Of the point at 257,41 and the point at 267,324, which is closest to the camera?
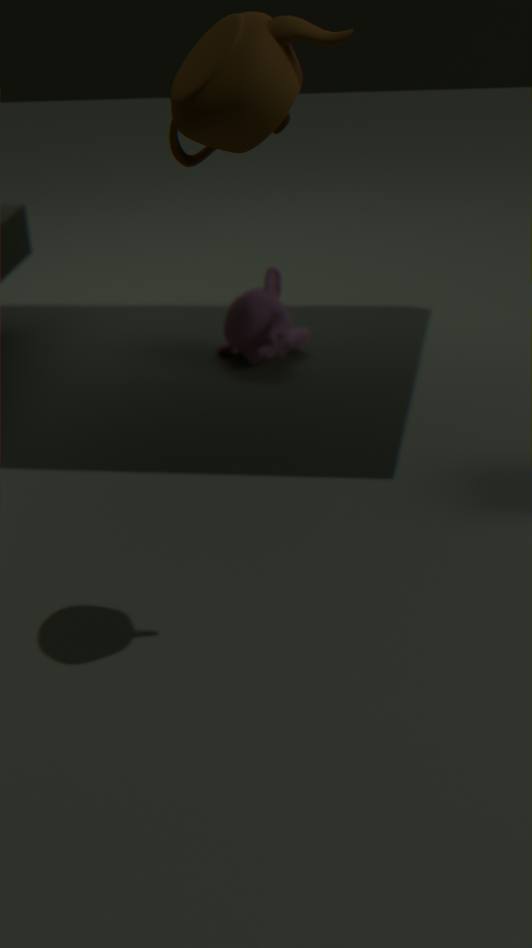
the point at 257,41
